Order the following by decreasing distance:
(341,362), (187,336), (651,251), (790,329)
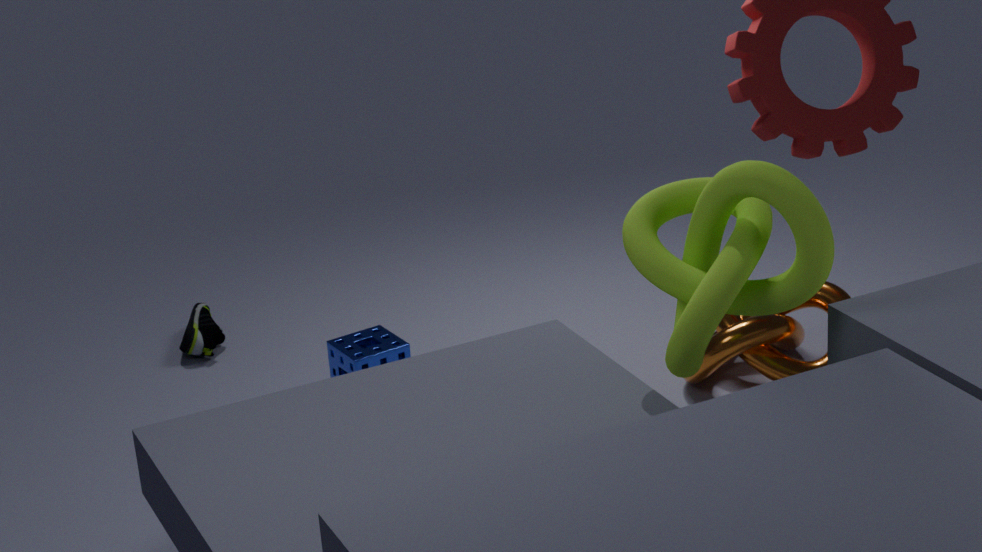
(187,336) → (341,362) → (790,329) → (651,251)
